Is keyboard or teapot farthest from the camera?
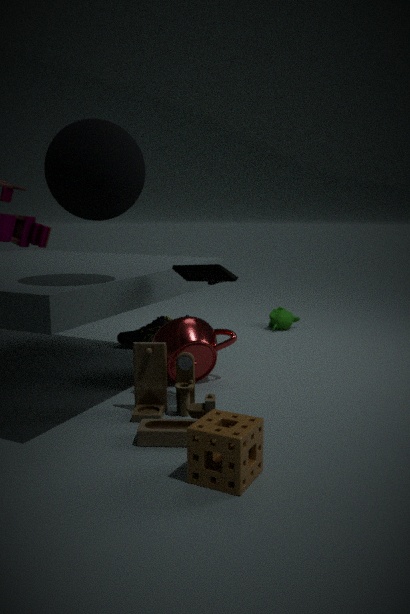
teapot
